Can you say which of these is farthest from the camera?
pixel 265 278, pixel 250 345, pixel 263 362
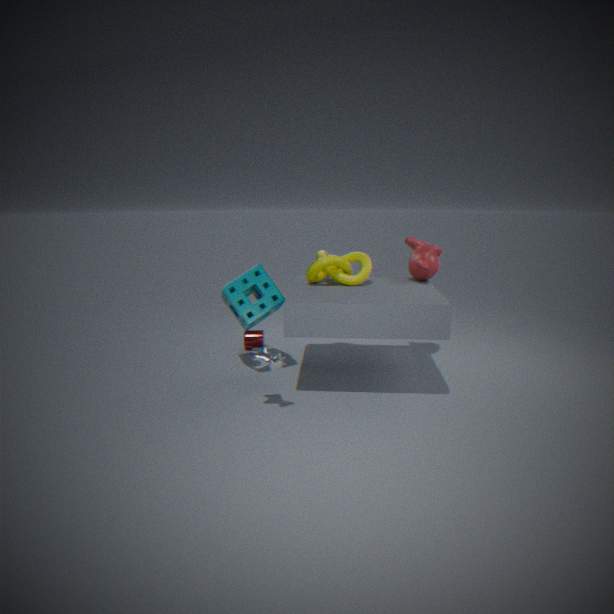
pixel 250 345
